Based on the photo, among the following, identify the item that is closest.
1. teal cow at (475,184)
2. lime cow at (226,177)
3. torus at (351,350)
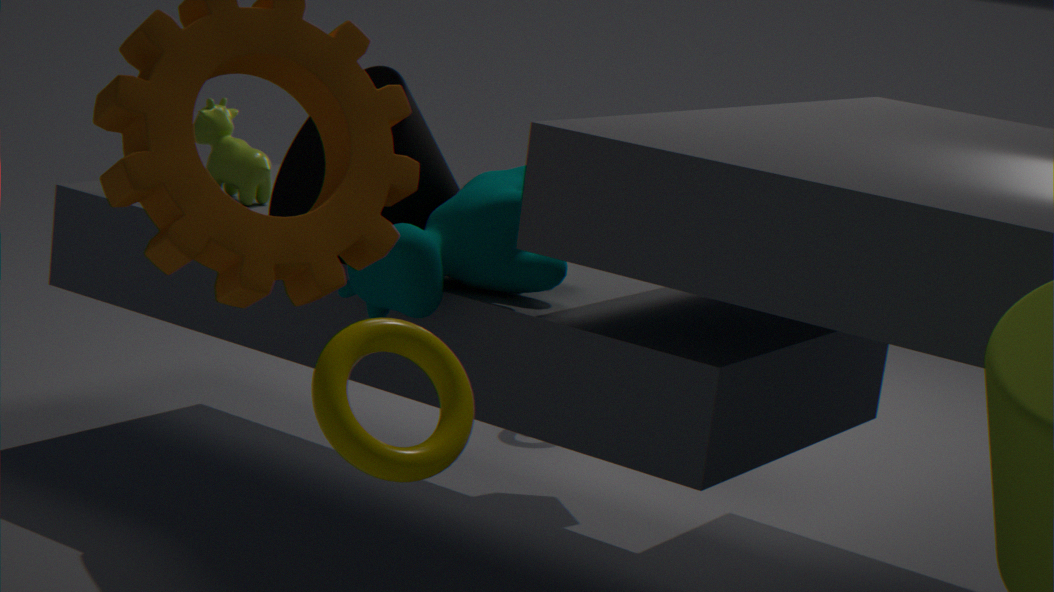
torus at (351,350)
